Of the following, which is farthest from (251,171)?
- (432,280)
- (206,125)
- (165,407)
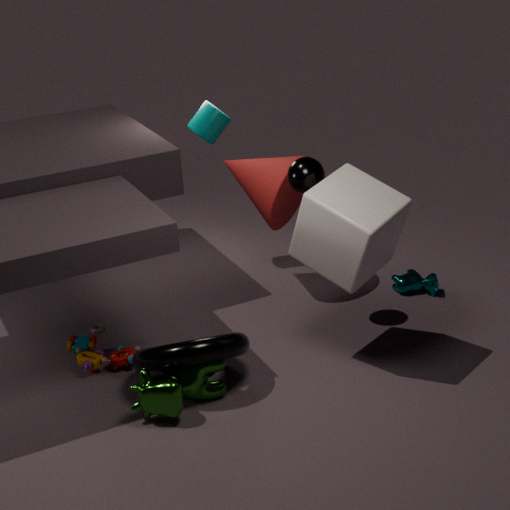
(165,407)
